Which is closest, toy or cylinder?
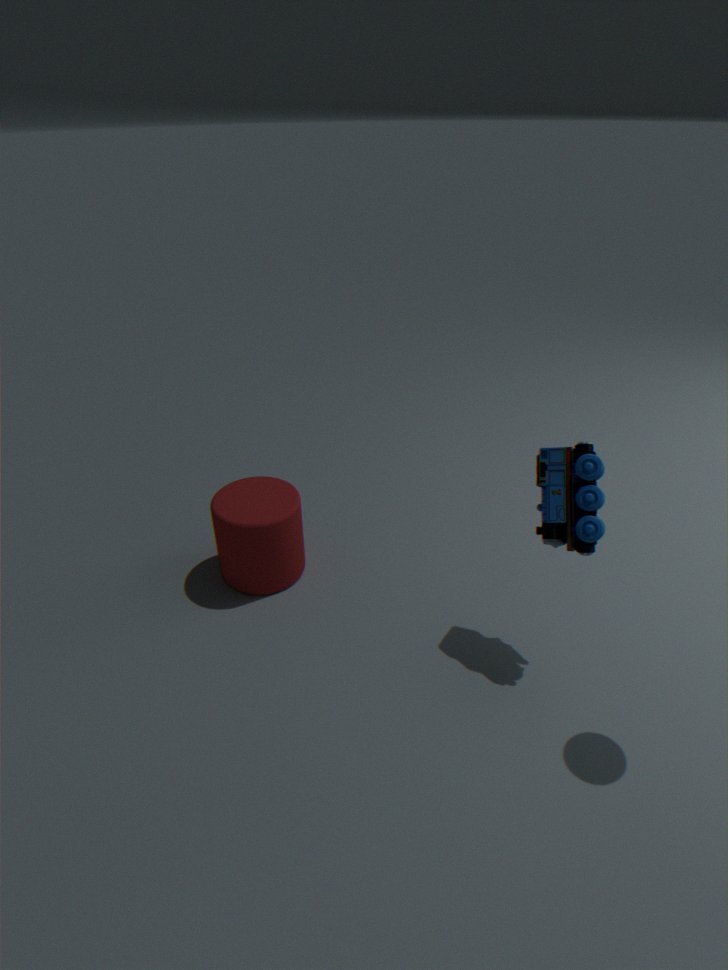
toy
